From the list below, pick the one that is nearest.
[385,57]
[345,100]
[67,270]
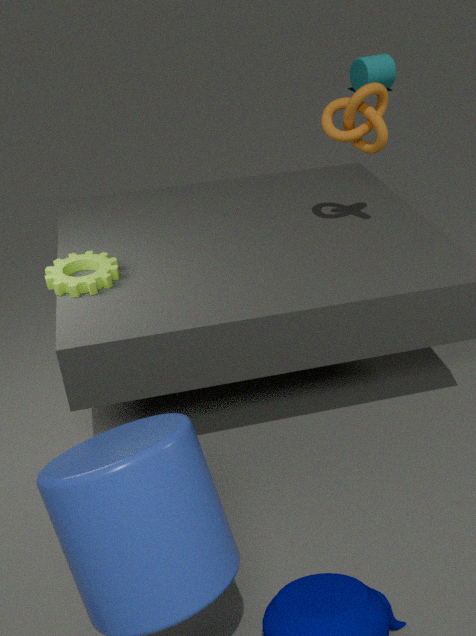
[67,270]
